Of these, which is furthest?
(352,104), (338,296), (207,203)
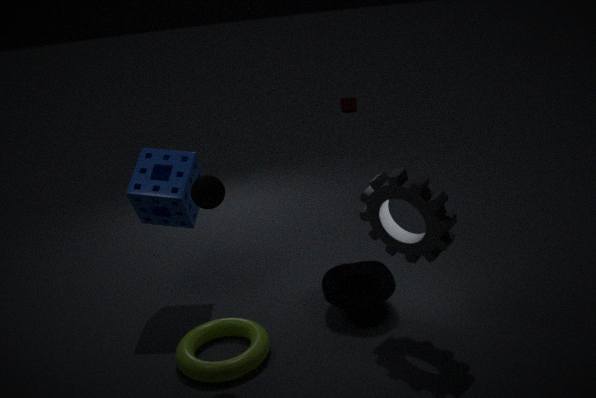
(352,104)
